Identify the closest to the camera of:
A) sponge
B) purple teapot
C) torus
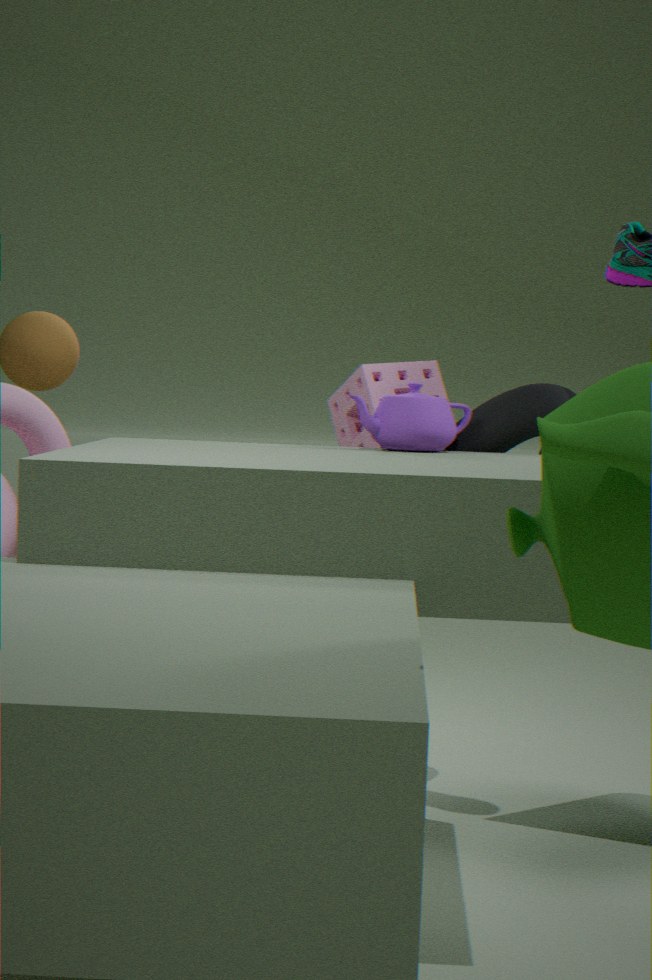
purple teapot
